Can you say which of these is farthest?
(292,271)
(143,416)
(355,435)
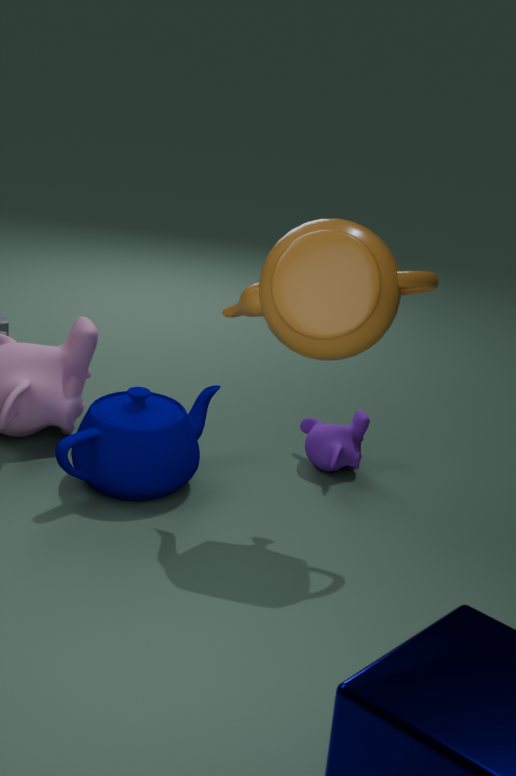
(355,435)
